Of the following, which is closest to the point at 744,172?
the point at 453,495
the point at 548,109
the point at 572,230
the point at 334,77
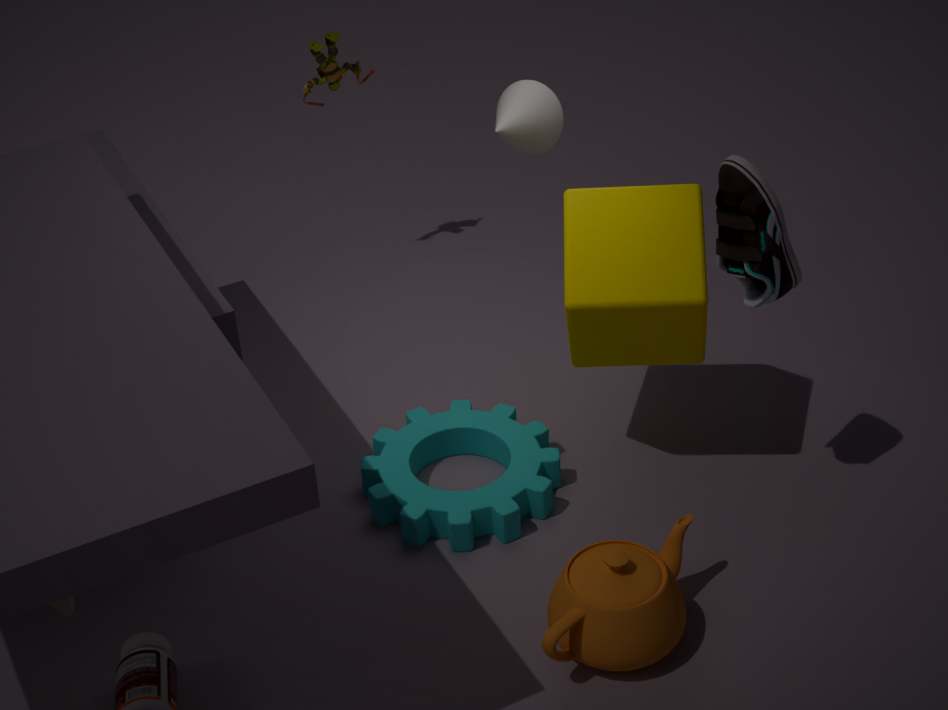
the point at 572,230
